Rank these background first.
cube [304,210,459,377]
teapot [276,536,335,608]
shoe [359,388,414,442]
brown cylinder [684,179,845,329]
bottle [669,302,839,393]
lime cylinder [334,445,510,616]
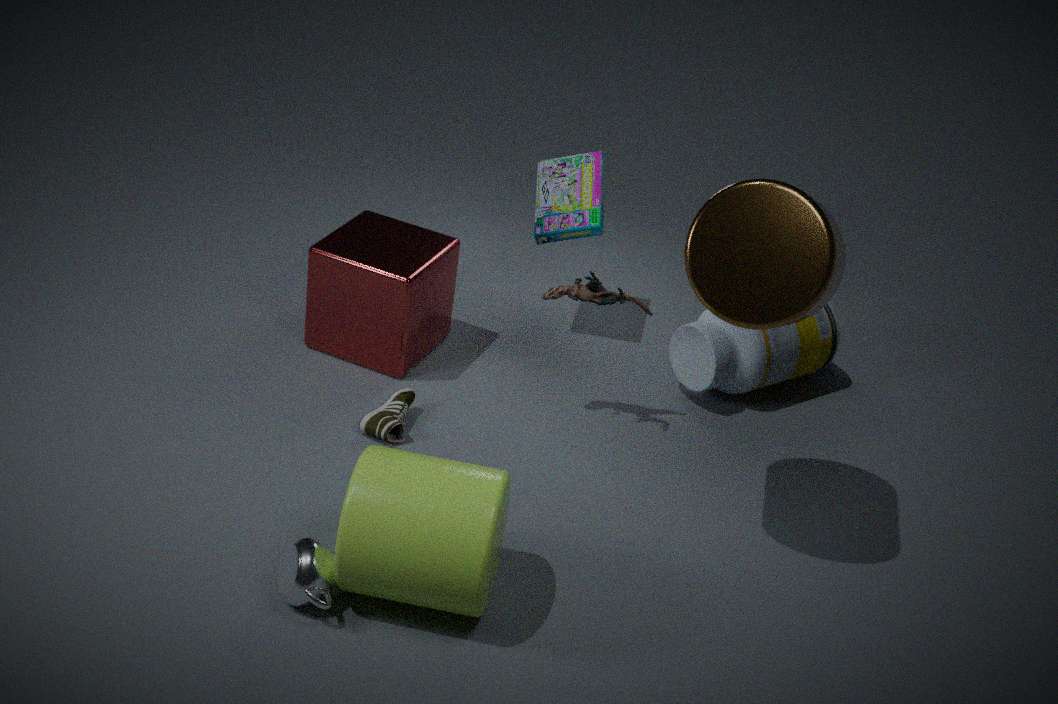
bottle [669,302,839,393], cube [304,210,459,377], shoe [359,388,414,442], teapot [276,536,335,608], brown cylinder [684,179,845,329], lime cylinder [334,445,510,616]
